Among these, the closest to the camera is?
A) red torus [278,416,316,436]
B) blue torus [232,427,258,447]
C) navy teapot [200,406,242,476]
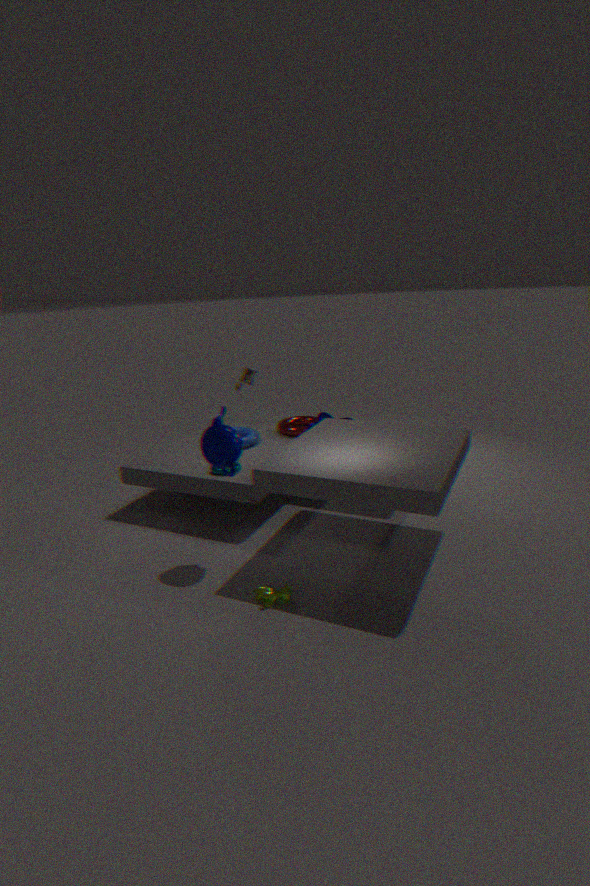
navy teapot [200,406,242,476]
